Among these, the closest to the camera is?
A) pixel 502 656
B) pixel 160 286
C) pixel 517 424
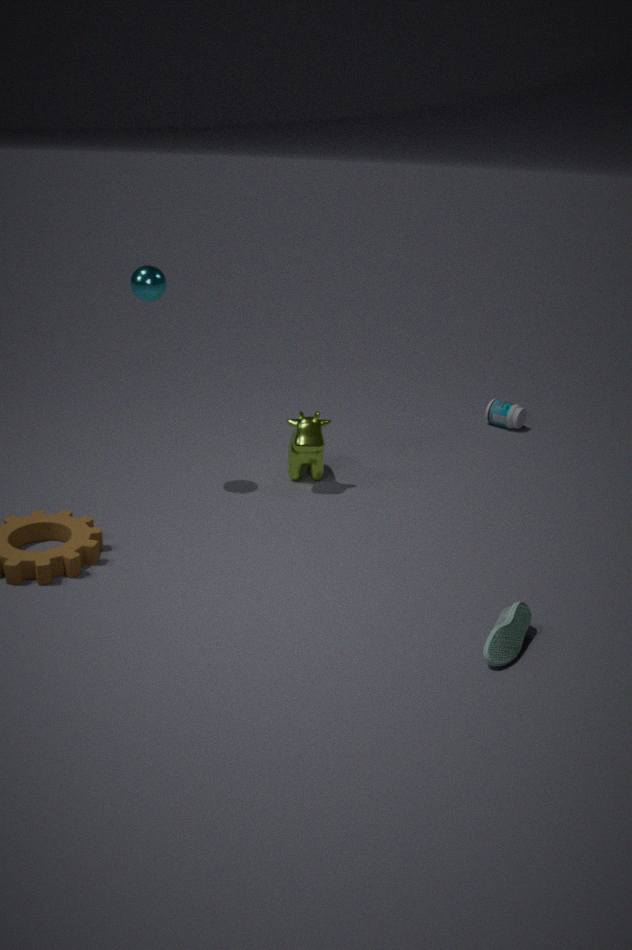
pixel 502 656
